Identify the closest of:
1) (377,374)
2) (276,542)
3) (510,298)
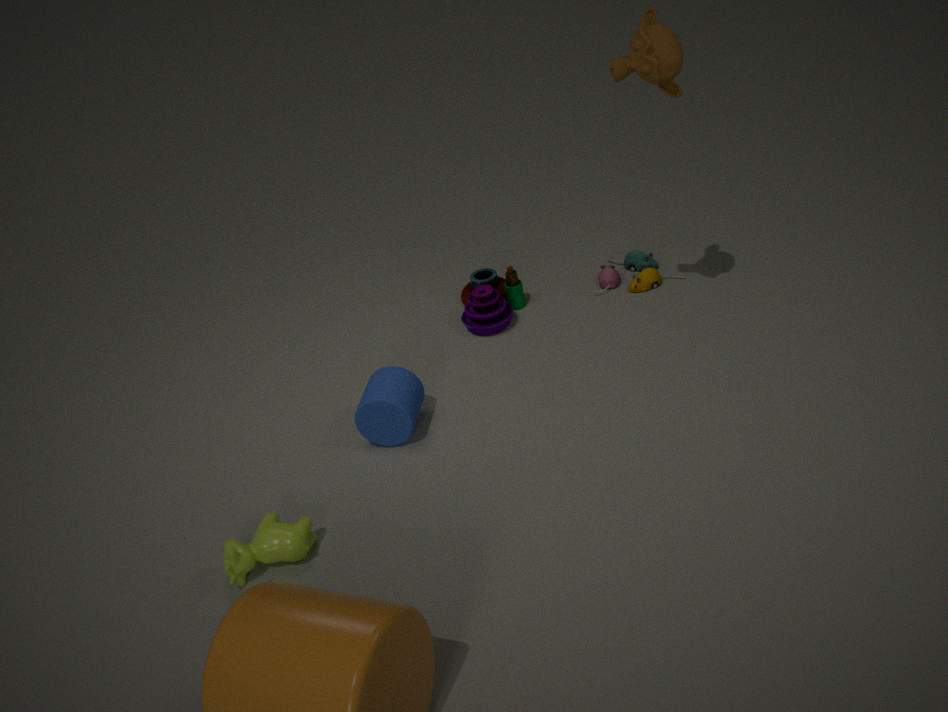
2. (276,542)
